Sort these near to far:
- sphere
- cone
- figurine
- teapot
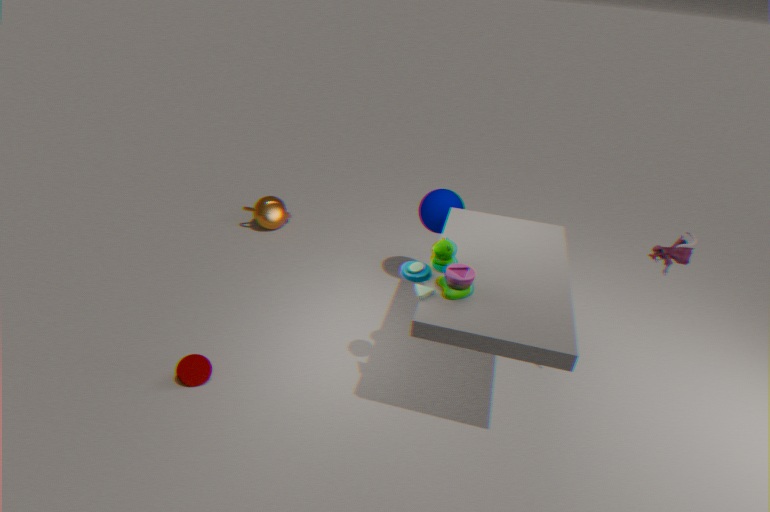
1. figurine
2. cone
3. sphere
4. teapot
